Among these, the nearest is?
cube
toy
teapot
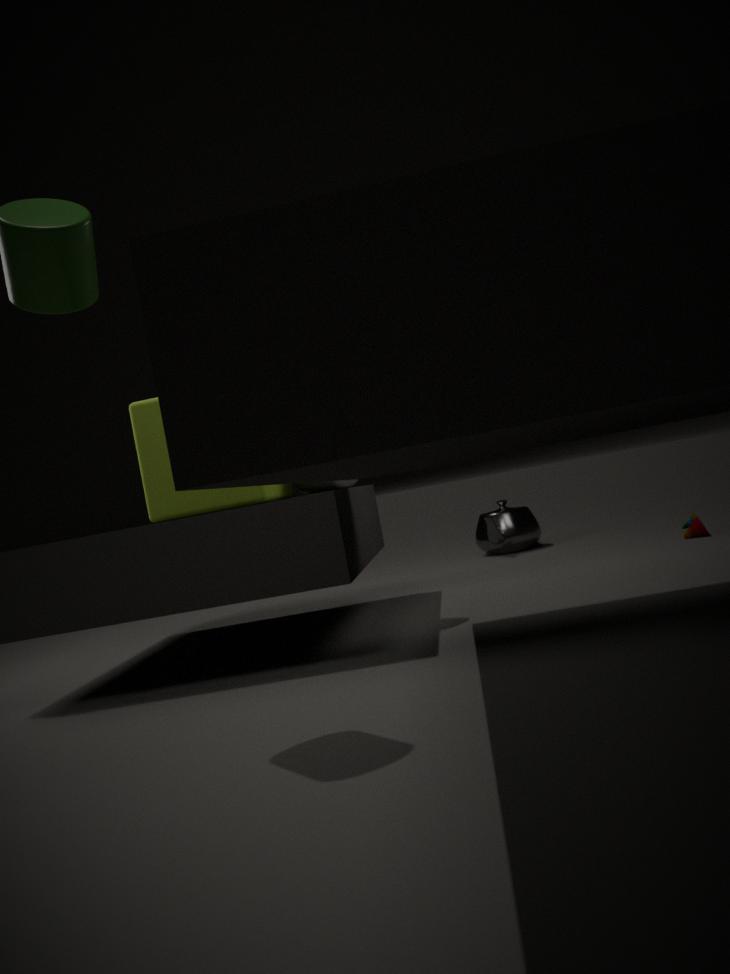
cube
